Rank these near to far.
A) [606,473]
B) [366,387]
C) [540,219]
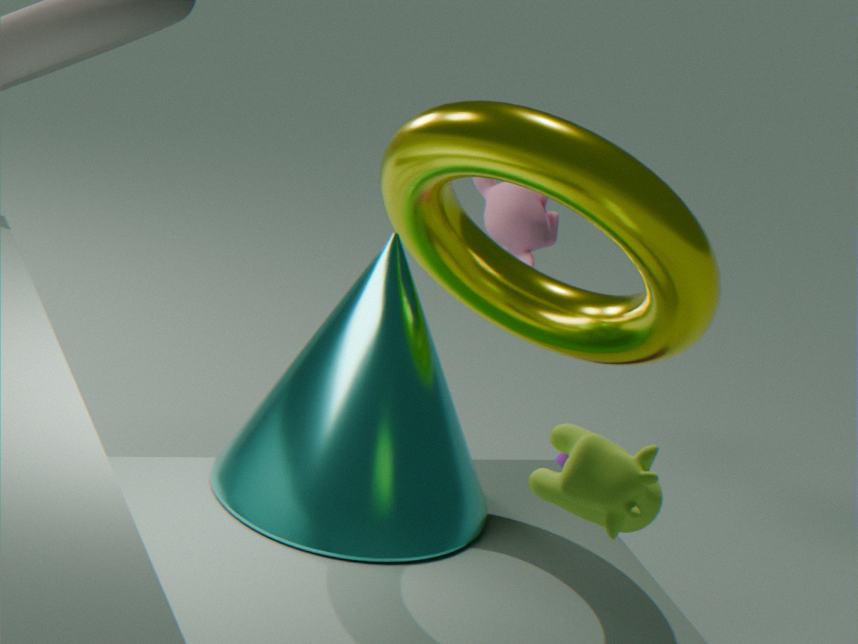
1. [606,473]
2. [366,387]
3. [540,219]
